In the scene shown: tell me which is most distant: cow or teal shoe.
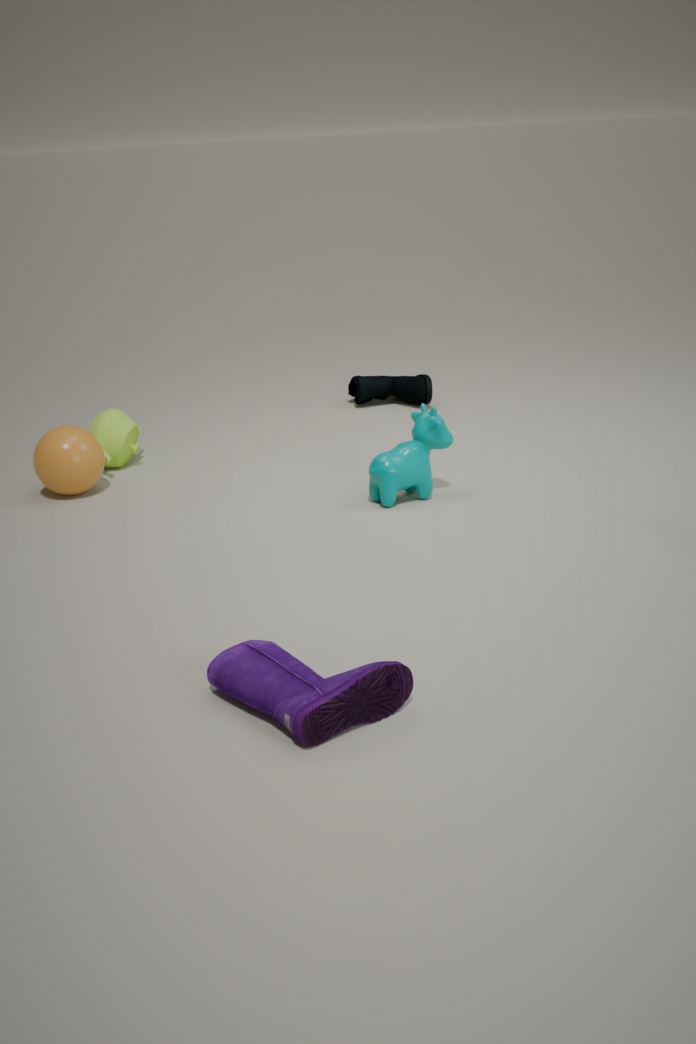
teal shoe
